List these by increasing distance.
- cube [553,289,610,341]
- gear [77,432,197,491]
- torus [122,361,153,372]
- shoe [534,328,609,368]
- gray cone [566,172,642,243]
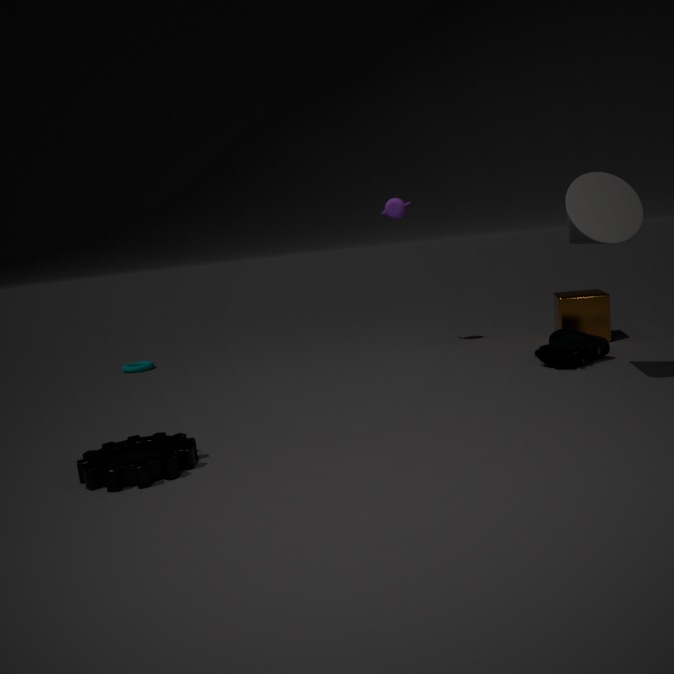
gear [77,432,197,491], gray cone [566,172,642,243], shoe [534,328,609,368], cube [553,289,610,341], torus [122,361,153,372]
